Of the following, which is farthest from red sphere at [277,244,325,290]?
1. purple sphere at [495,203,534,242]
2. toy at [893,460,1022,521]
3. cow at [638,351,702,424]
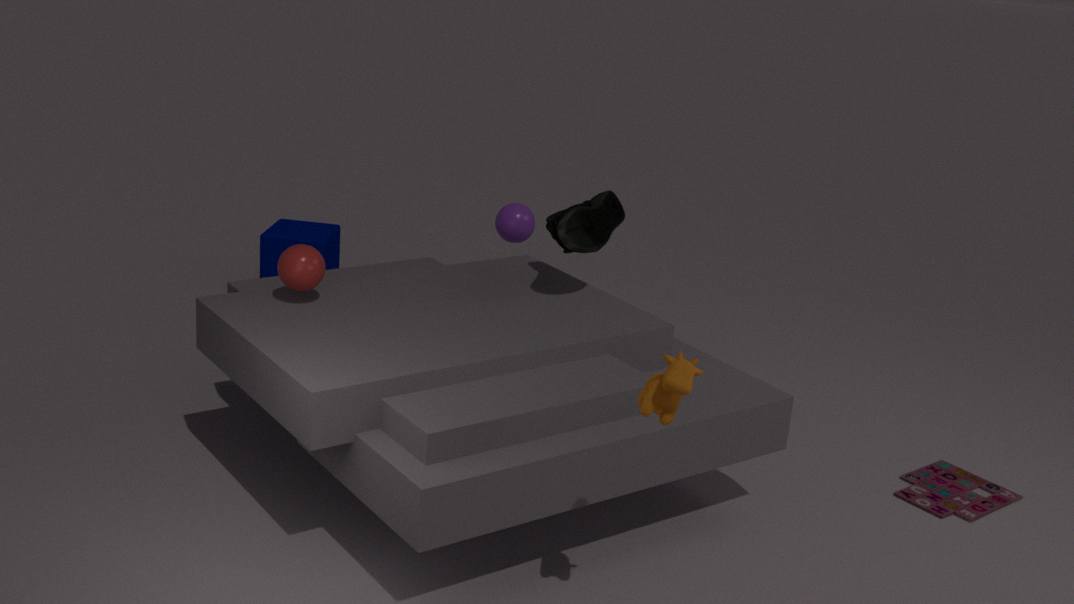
toy at [893,460,1022,521]
